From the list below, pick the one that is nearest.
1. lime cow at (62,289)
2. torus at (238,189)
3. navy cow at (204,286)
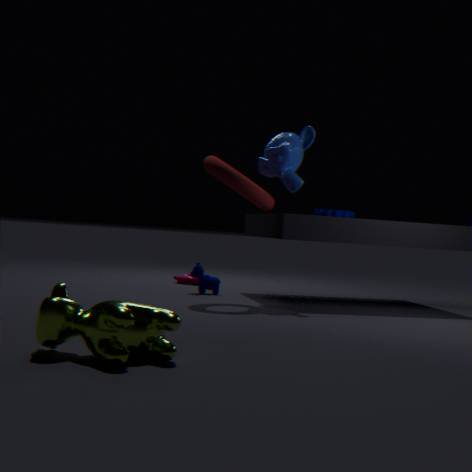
lime cow at (62,289)
